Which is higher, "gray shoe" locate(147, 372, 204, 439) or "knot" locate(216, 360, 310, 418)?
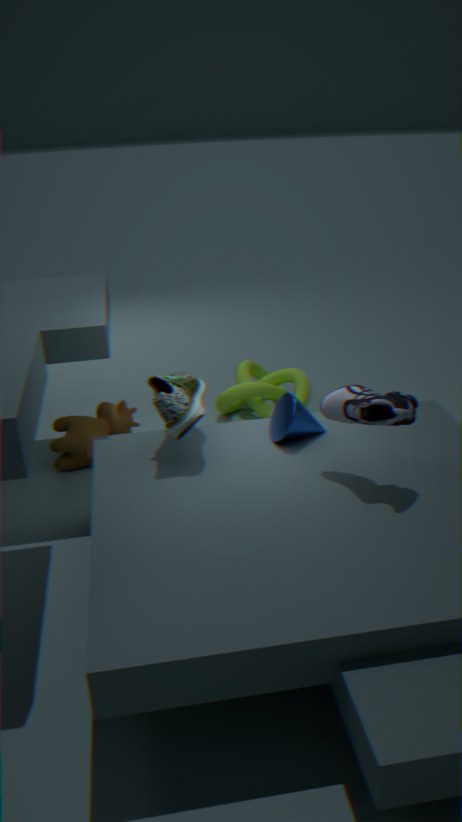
"gray shoe" locate(147, 372, 204, 439)
